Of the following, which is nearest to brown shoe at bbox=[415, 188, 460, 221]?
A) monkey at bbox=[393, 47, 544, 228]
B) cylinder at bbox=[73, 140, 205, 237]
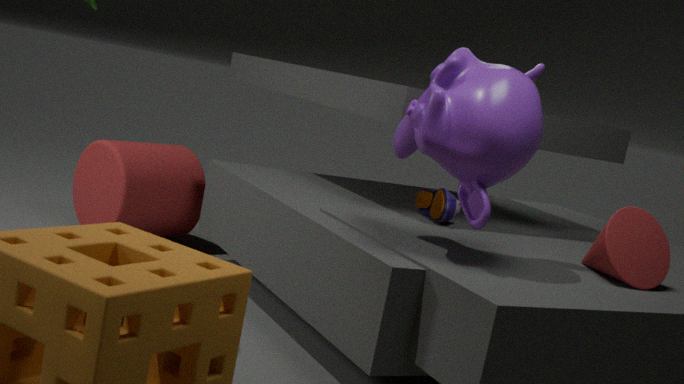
monkey at bbox=[393, 47, 544, 228]
